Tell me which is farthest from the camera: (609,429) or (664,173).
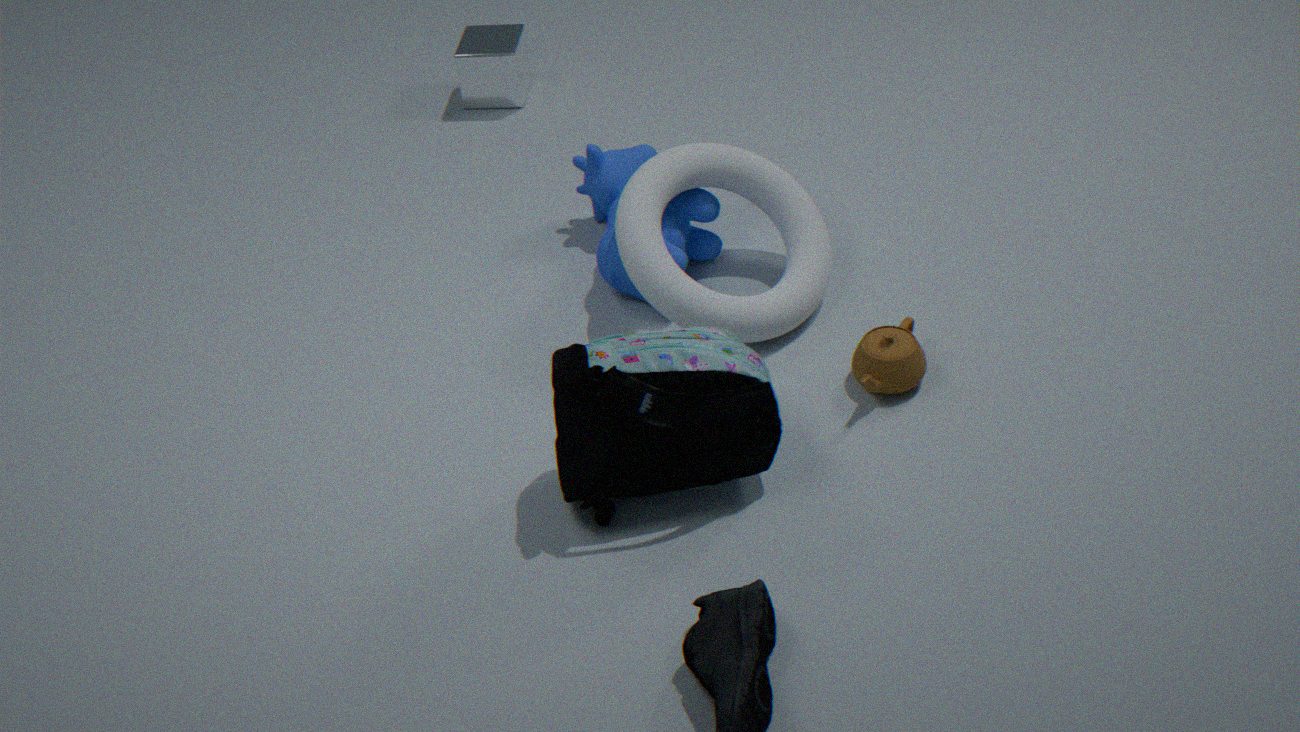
(664,173)
